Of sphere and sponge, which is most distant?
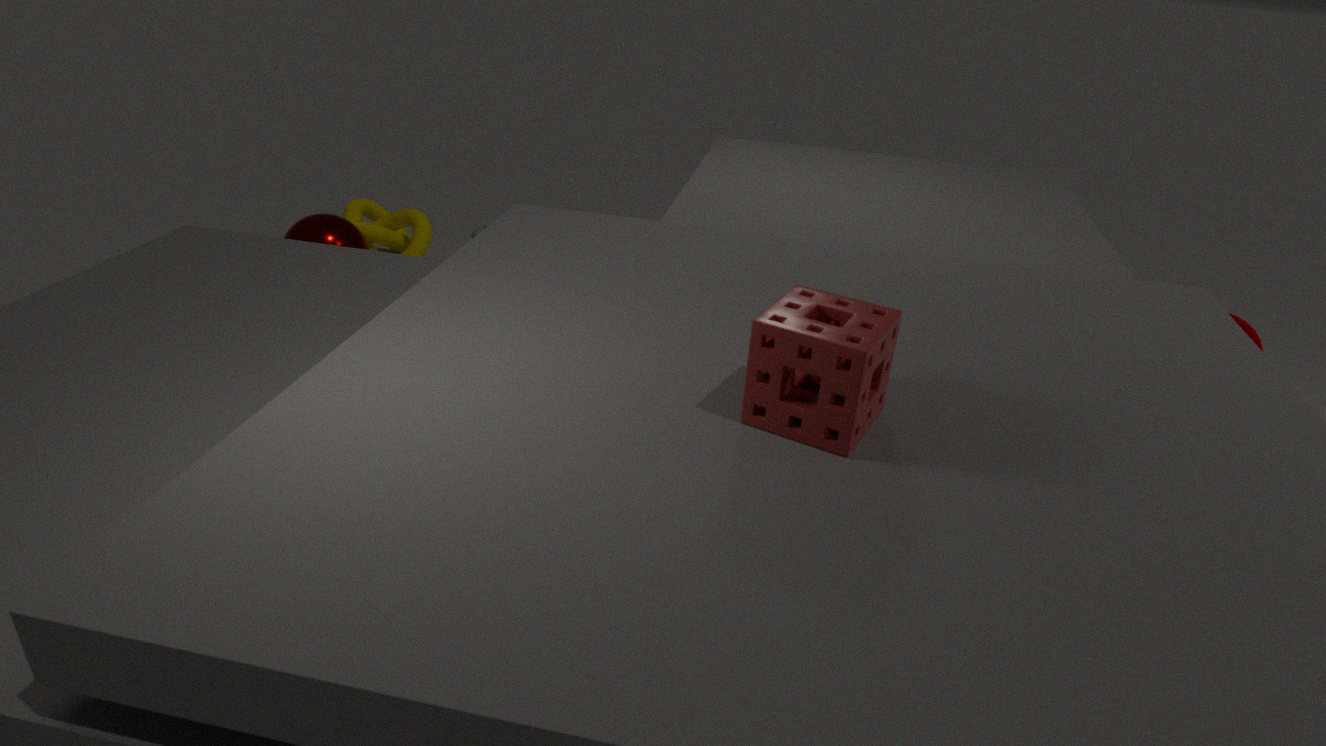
sphere
